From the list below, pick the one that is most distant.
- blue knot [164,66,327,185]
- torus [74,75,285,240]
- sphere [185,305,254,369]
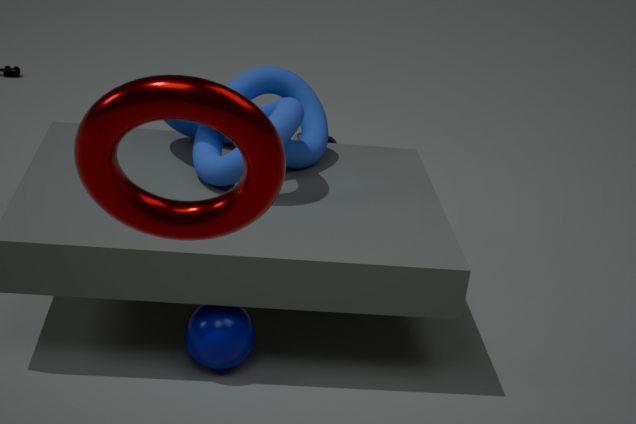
blue knot [164,66,327,185]
